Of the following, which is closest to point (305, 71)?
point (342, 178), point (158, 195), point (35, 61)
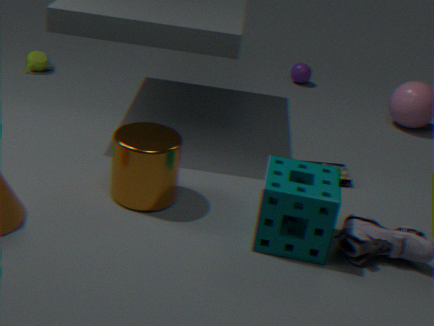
point (342, 178)
